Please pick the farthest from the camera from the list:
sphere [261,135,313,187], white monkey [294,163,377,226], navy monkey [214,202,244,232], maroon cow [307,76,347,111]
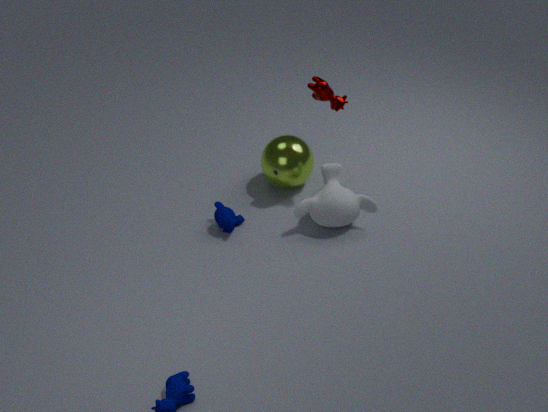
sphere [261,135,313,187]
